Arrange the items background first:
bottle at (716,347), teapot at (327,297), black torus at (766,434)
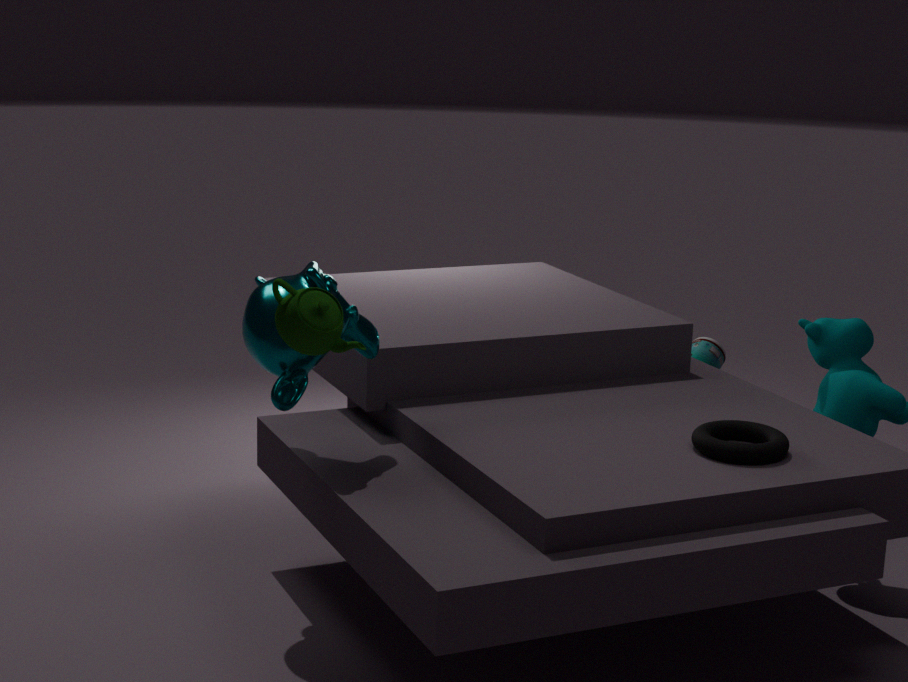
bottle at (716,347) < black torus at (766,434) < teapot at (327,297)
